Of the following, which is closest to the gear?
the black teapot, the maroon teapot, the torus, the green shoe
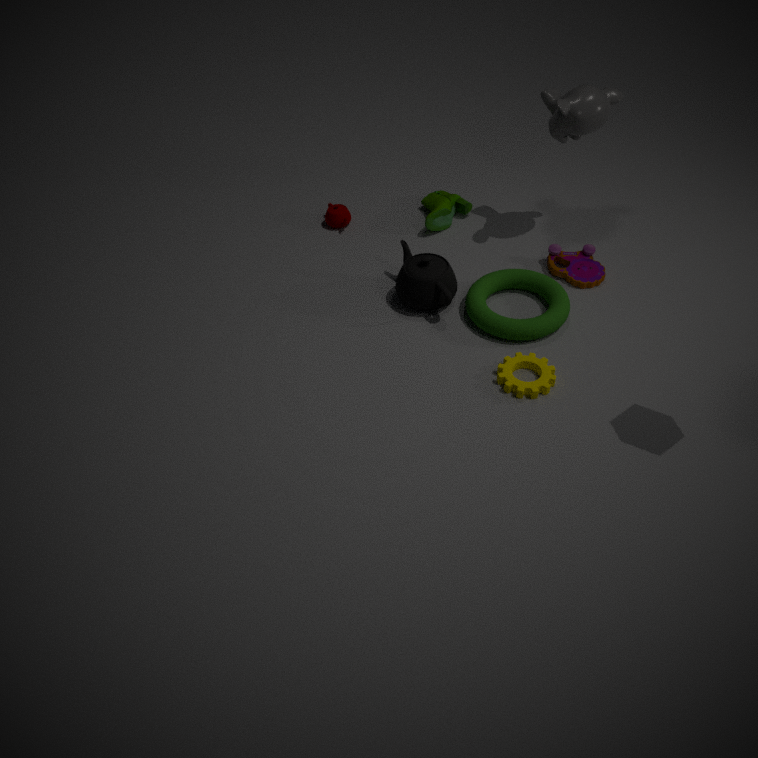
the torus
